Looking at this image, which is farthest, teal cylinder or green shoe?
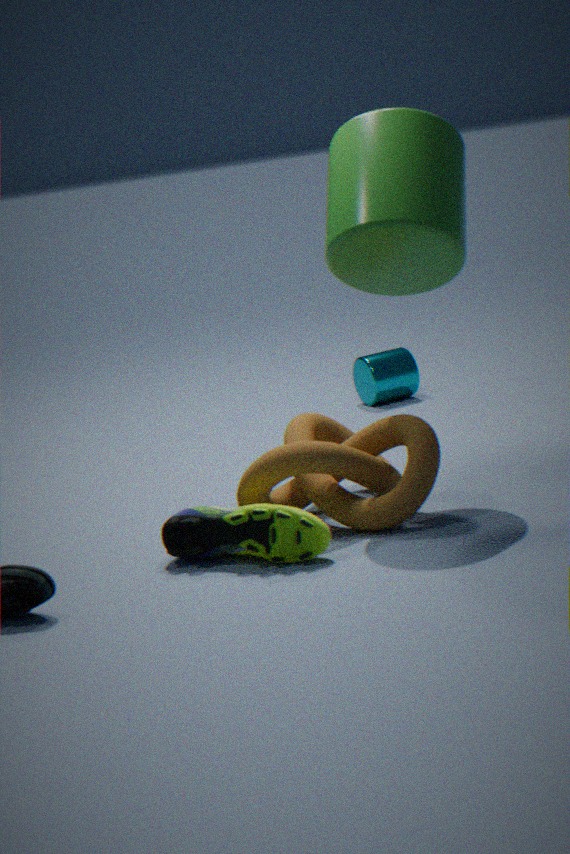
teal cylinder
